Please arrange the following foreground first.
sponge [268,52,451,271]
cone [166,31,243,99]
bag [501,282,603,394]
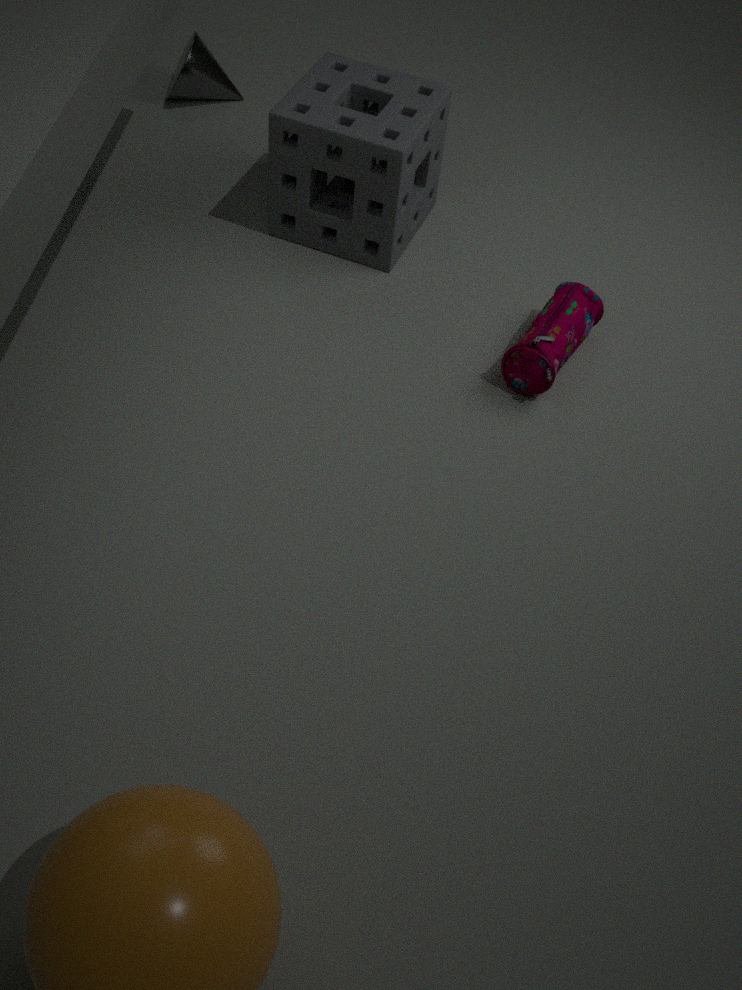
bag [501,282,603,394], sponge [268,52,451,271], cone [166,31,243,99]
